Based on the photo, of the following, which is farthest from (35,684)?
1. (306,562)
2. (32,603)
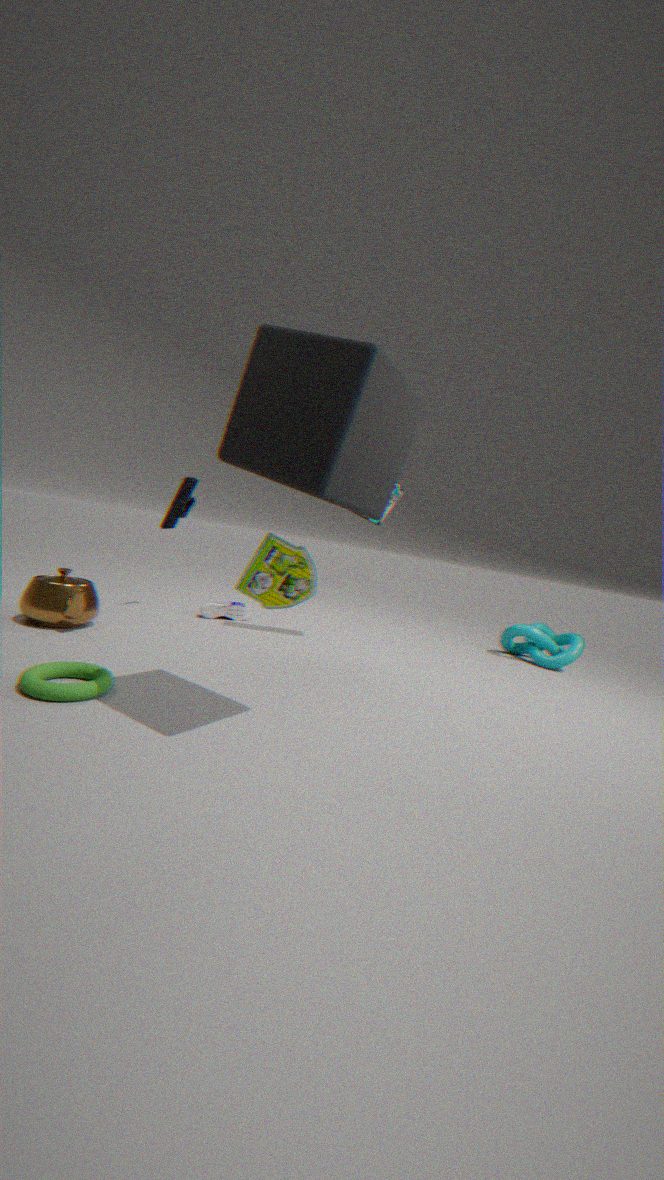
(32,603)
